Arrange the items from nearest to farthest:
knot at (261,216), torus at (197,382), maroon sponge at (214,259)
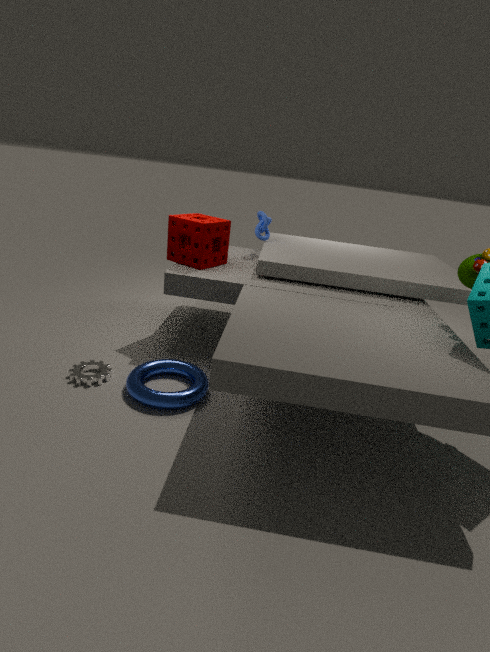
torus at (197,382), maroon sponge at (214,259), knot at (261,216)
